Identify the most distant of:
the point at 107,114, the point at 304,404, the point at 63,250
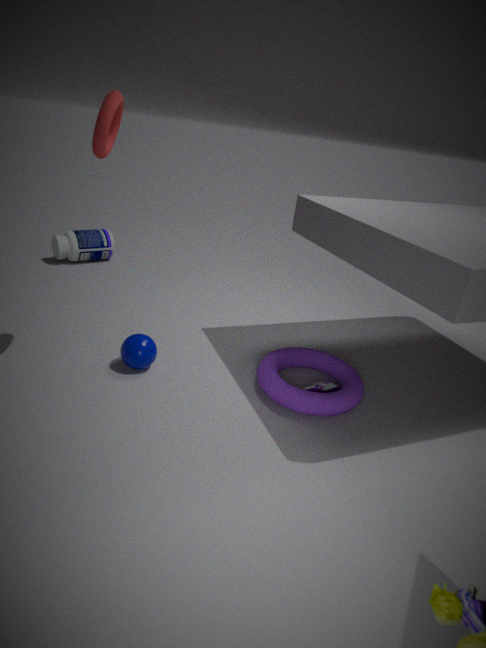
the point at 63,250
